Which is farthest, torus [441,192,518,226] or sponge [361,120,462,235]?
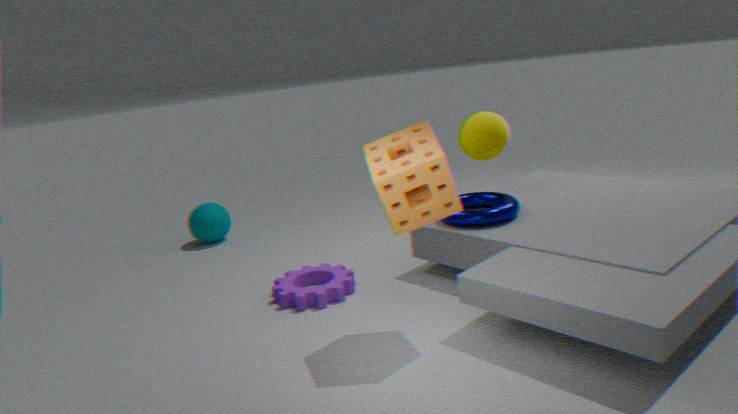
torus [441,192,518,226]
